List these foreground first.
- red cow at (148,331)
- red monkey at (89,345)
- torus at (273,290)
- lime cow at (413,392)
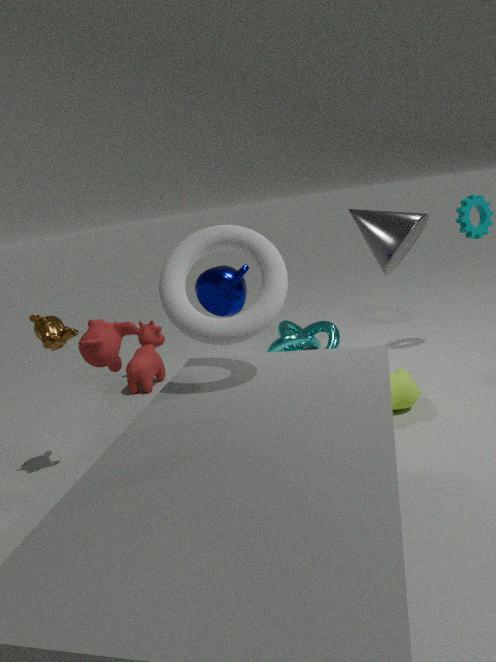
red monkey at (89,345), torus at (273,290), lime cow at (413,392), red cow at (148,331)
